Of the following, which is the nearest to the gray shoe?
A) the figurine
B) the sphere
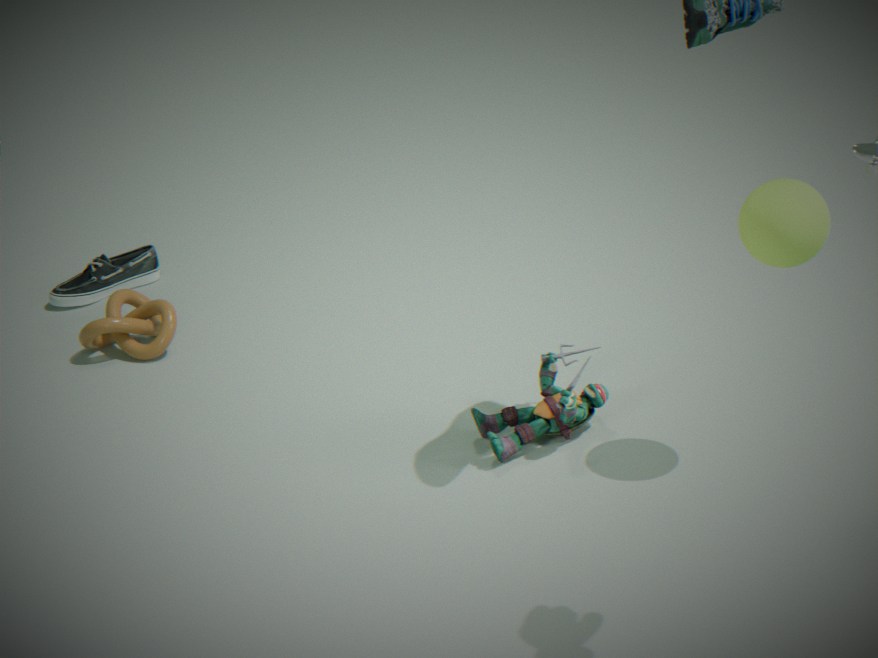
the figurine
